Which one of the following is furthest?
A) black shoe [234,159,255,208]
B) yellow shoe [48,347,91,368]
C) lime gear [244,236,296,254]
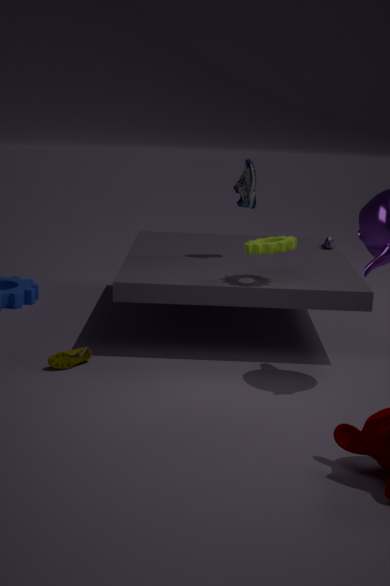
black shoe [234,159,255,208]
